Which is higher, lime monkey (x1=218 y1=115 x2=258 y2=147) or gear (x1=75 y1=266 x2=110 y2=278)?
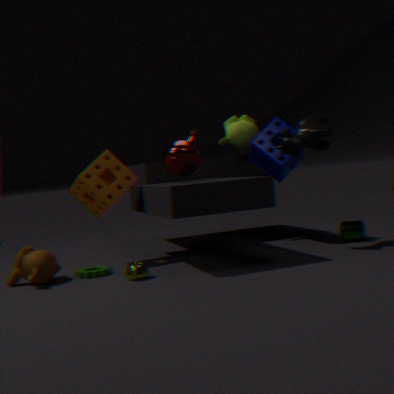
lime monkey (x1=218 y1=115 x2=258 y2=147)
